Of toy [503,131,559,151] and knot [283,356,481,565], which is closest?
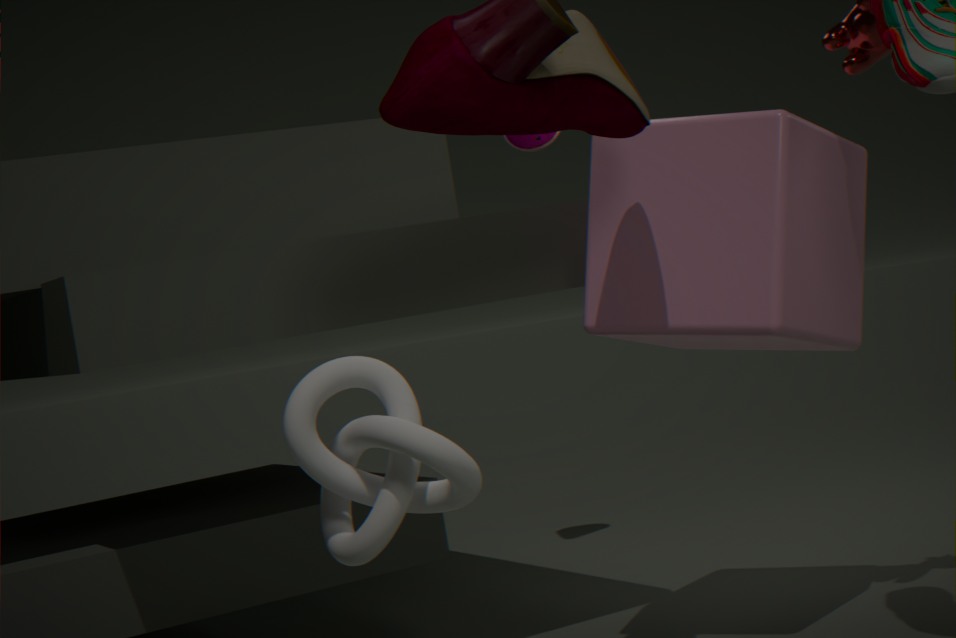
knot [283,356,481,565]
